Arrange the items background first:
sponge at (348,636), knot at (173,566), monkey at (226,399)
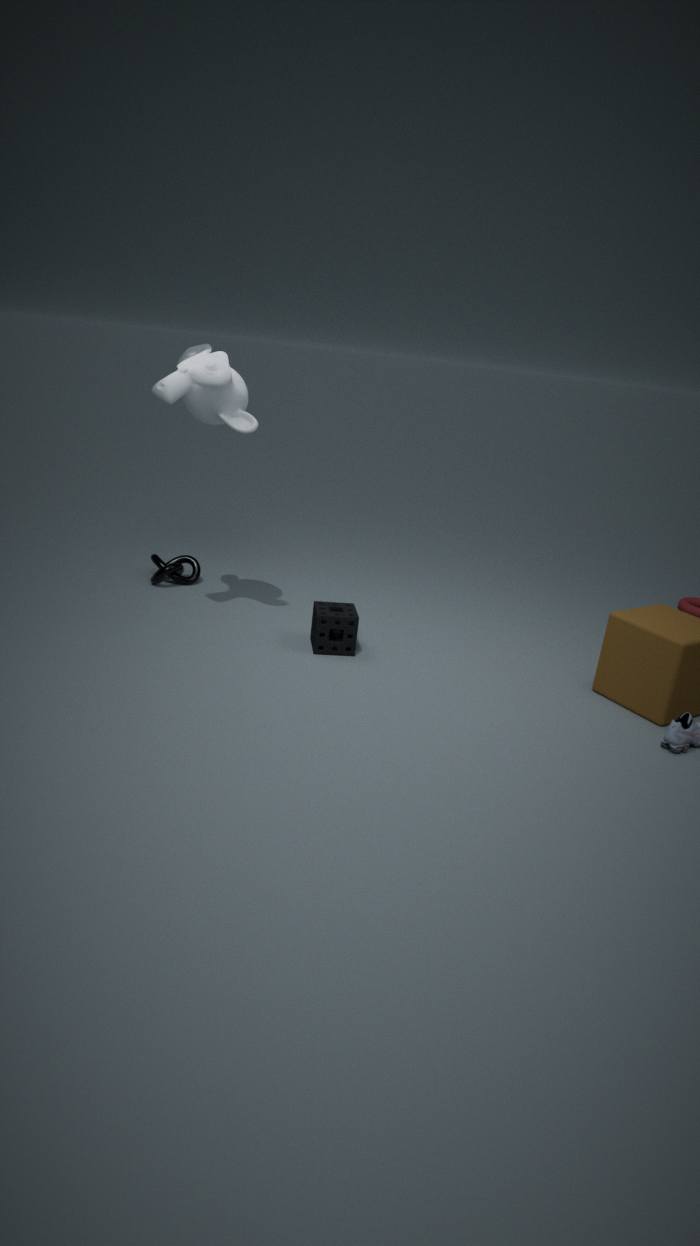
knot at (173,566) < sponge at (348,636) < monkey at (226,399)
